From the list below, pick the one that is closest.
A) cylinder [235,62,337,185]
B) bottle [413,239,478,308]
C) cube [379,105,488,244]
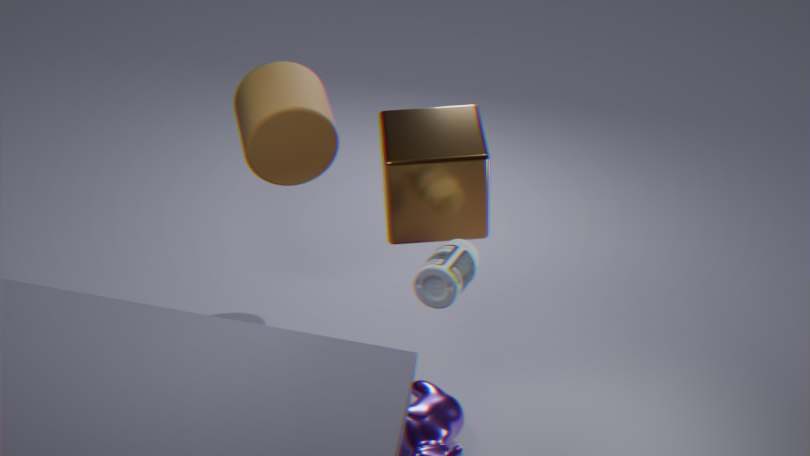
bottle [413,239,478,308]
